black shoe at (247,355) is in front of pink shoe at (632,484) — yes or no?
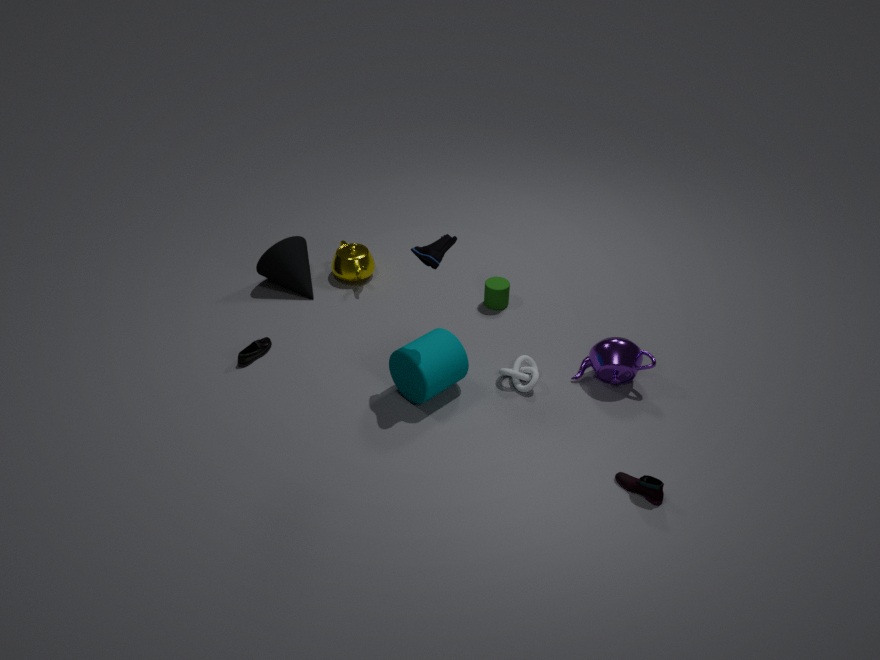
No
